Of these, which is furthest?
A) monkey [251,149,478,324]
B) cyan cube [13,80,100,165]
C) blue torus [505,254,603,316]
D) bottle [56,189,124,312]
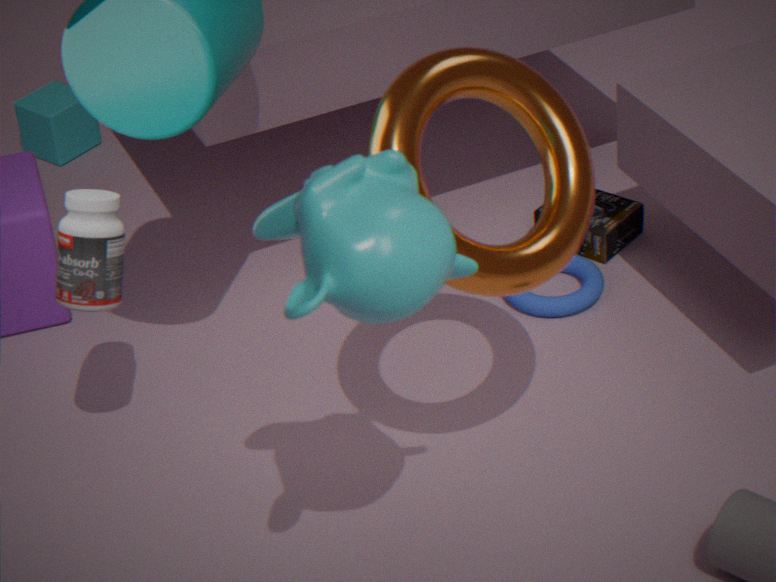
cyan cube [13,80,100,165]
